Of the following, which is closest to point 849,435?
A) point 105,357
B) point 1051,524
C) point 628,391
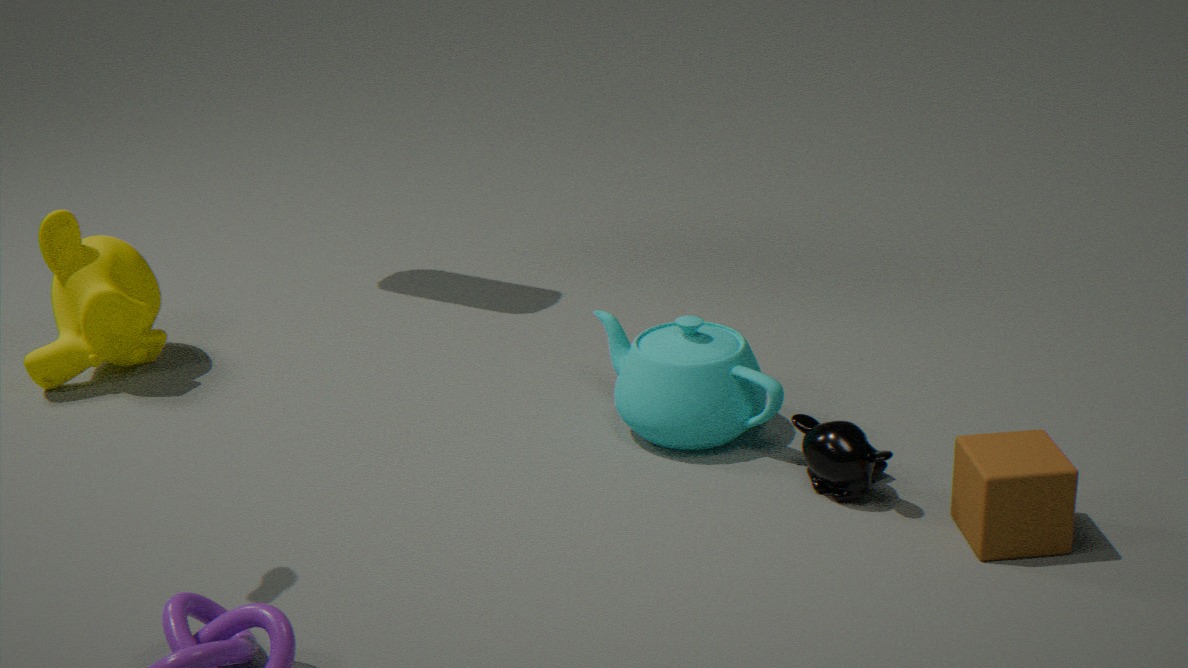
point 1051,524
